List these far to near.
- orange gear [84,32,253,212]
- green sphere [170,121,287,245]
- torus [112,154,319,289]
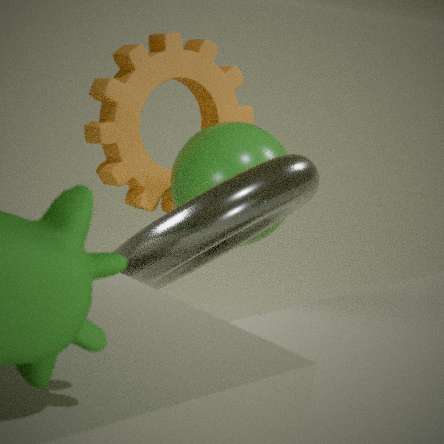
orange gear [84,32,253,212], green sphere [170,121,287,245], torus [112,154,319,289]
